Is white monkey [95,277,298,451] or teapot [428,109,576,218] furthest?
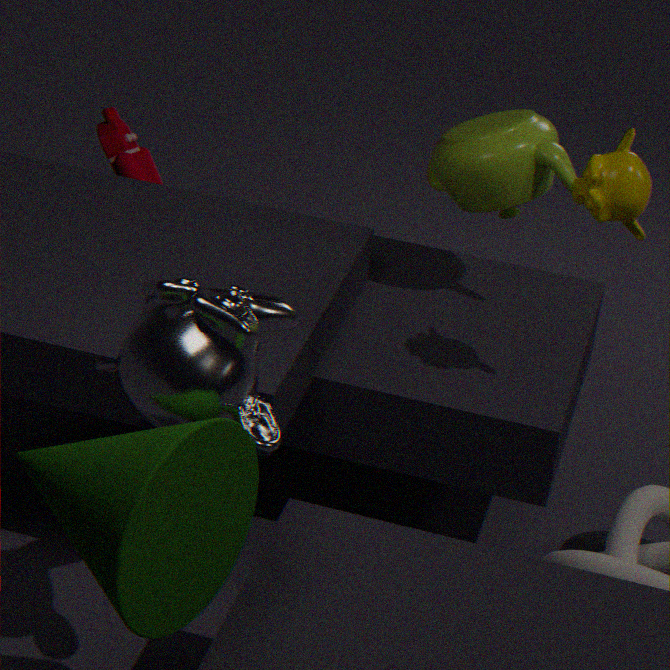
teapot [428,109,576,218]
